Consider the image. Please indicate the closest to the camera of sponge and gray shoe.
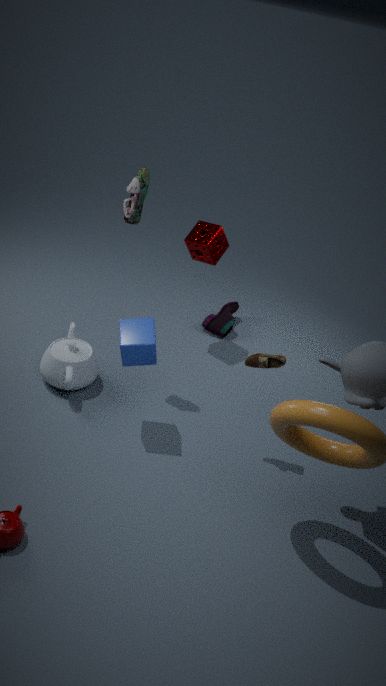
gray shoe
